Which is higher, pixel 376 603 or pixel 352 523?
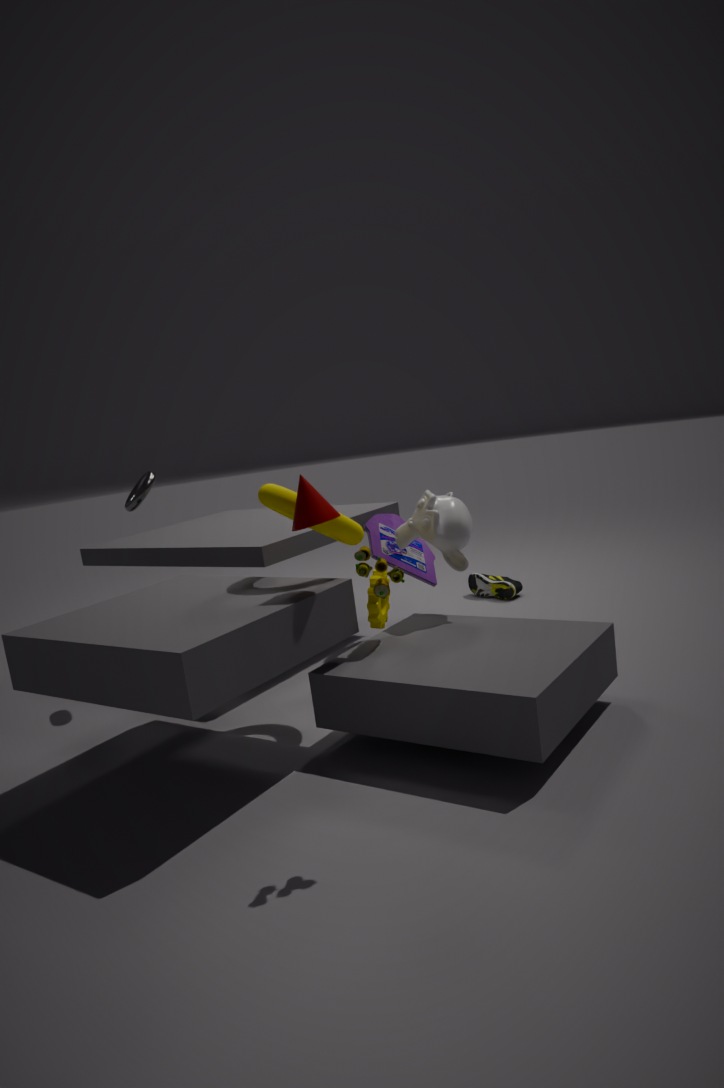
pixel 352 523
